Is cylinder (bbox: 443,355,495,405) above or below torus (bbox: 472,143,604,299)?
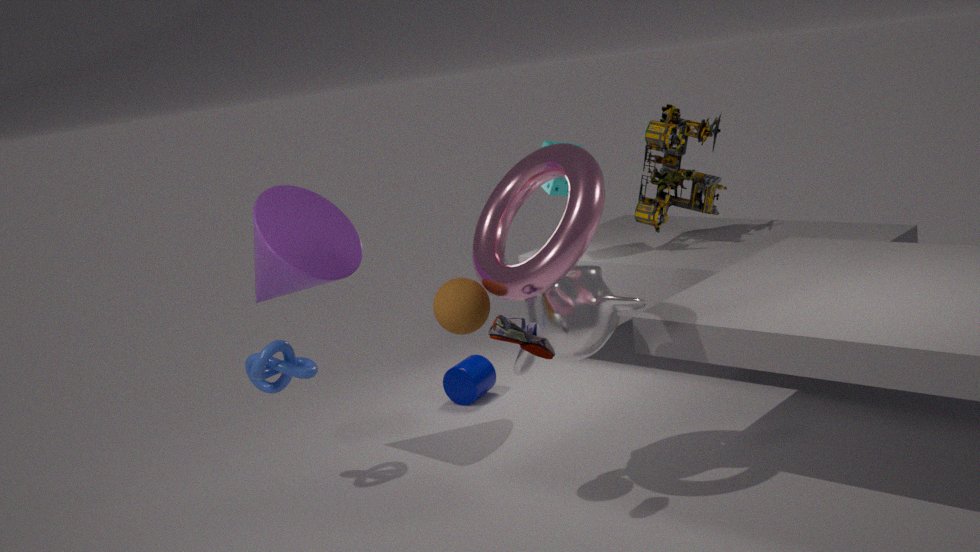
below
